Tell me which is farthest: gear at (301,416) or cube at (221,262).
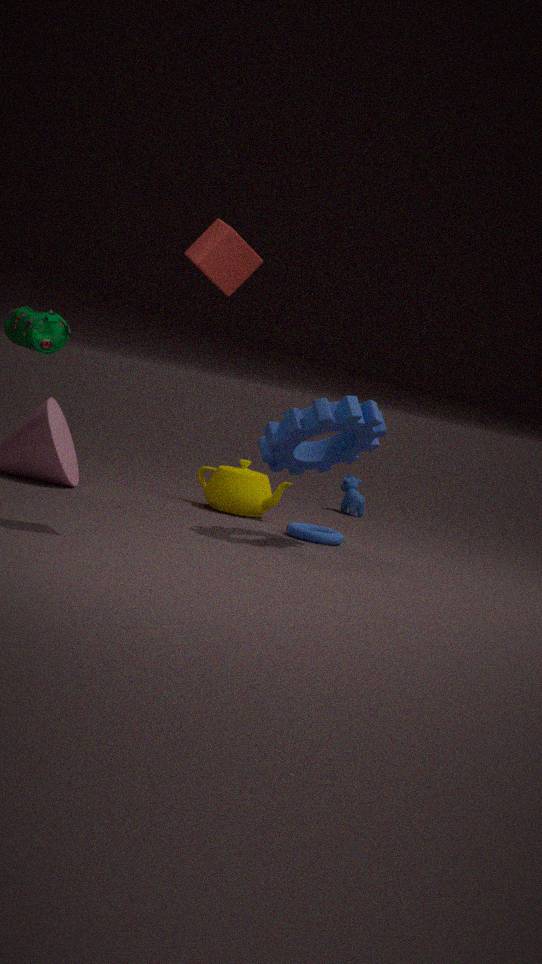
gear at (301,416)
